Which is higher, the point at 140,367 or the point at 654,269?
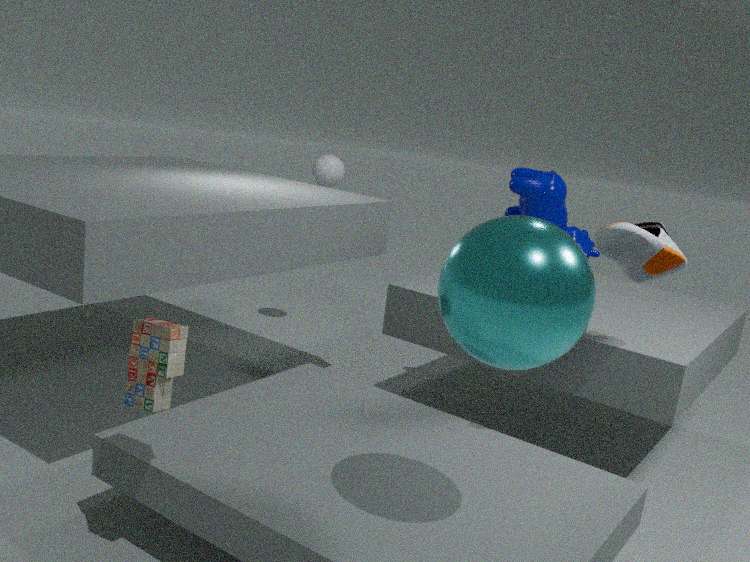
the point at 654,269
